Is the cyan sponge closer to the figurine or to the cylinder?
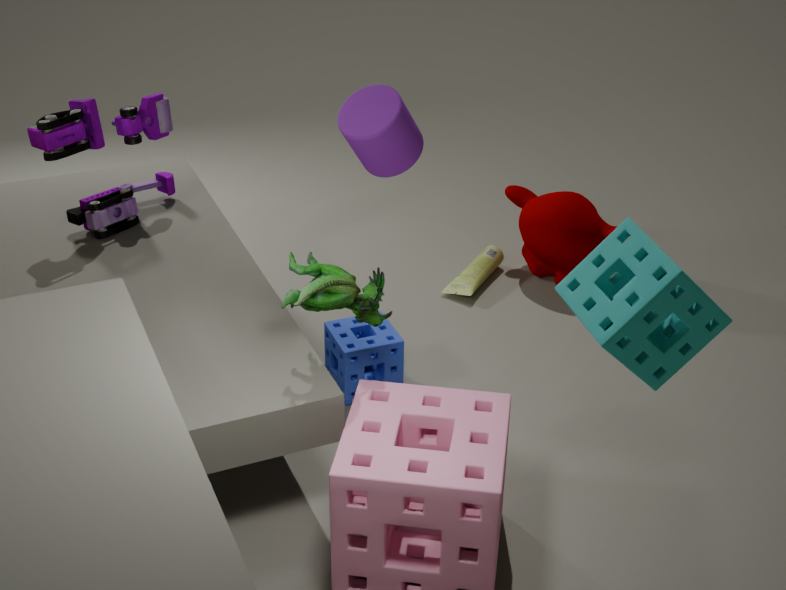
the figurine
